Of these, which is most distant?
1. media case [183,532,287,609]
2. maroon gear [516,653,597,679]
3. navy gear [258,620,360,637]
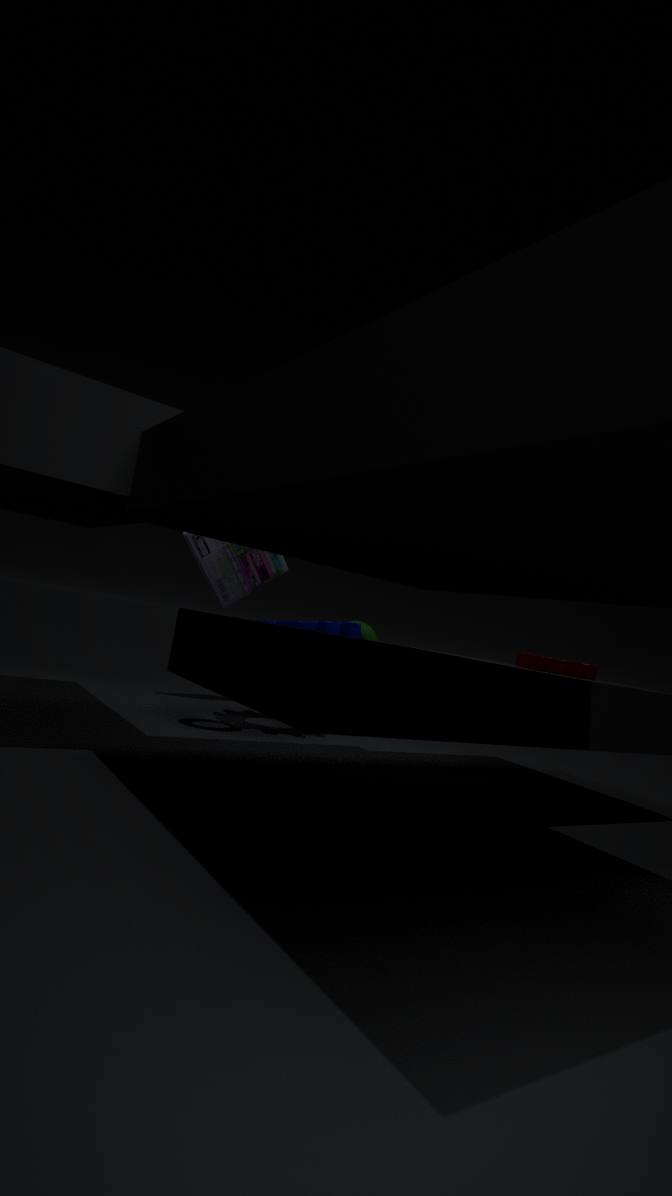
media case [183,532,287,609]
